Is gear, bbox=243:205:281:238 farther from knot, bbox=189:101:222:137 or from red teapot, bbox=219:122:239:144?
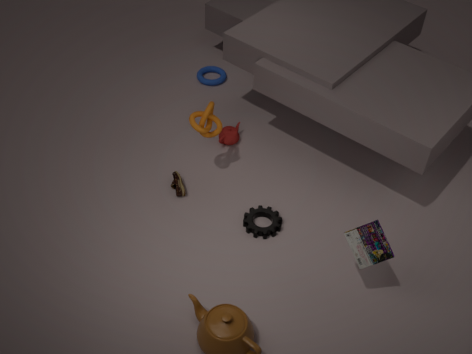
red teapot, bbox=219:122:239:144
